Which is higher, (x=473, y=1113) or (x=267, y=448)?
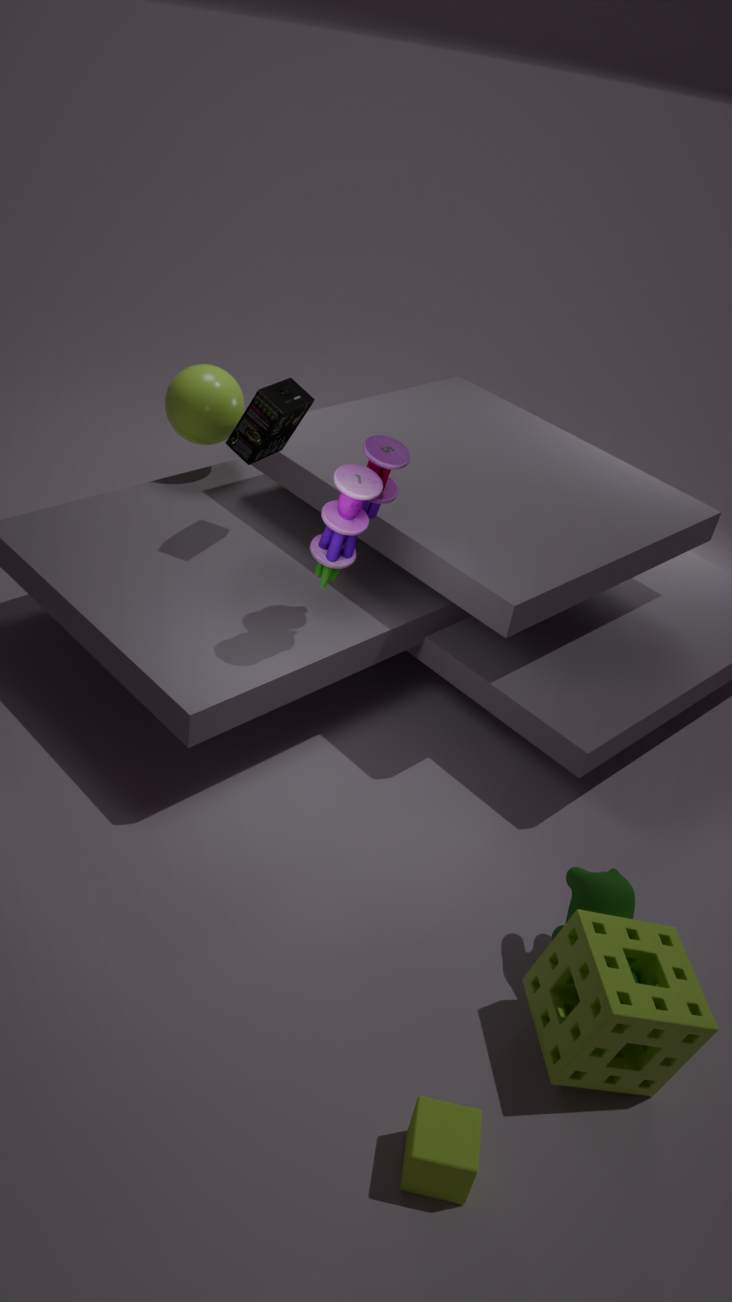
(x=267, y=448)
